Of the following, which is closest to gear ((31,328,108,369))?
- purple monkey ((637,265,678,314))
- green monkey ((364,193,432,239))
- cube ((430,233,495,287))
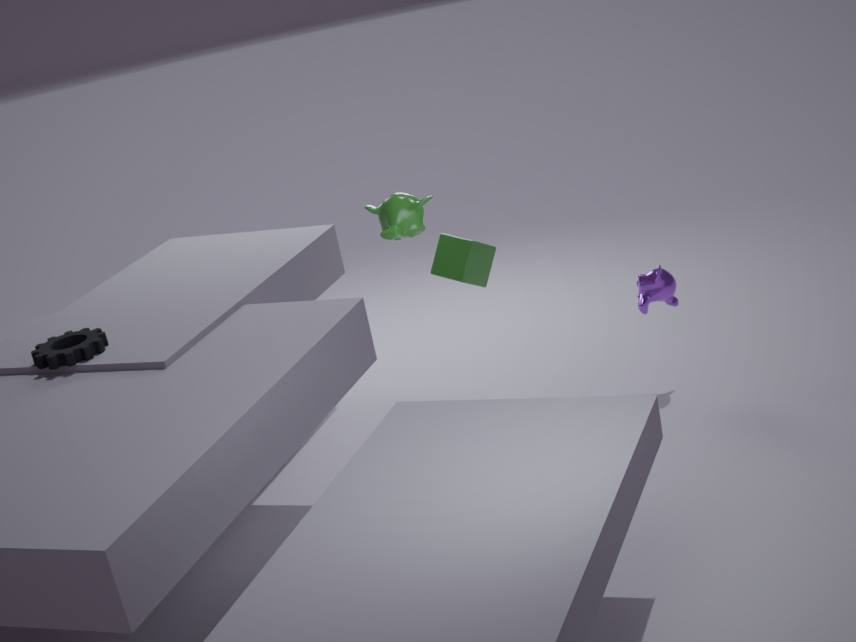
green monkey ((364,193,432,239))
